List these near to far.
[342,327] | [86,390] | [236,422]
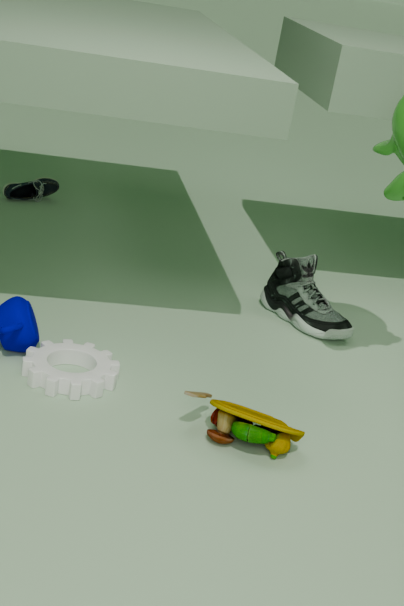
[236,422]
[86,390]
[342,327]
